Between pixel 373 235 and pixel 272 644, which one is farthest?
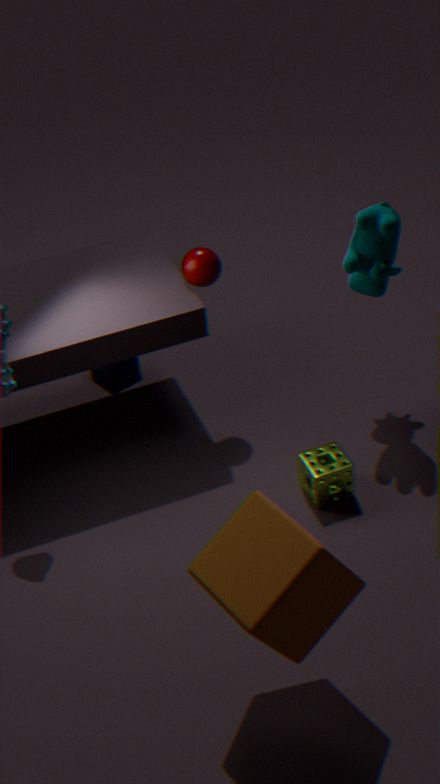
pixel 373 235
